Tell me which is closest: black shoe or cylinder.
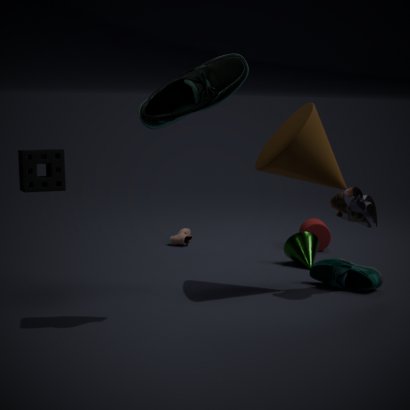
black shoe
